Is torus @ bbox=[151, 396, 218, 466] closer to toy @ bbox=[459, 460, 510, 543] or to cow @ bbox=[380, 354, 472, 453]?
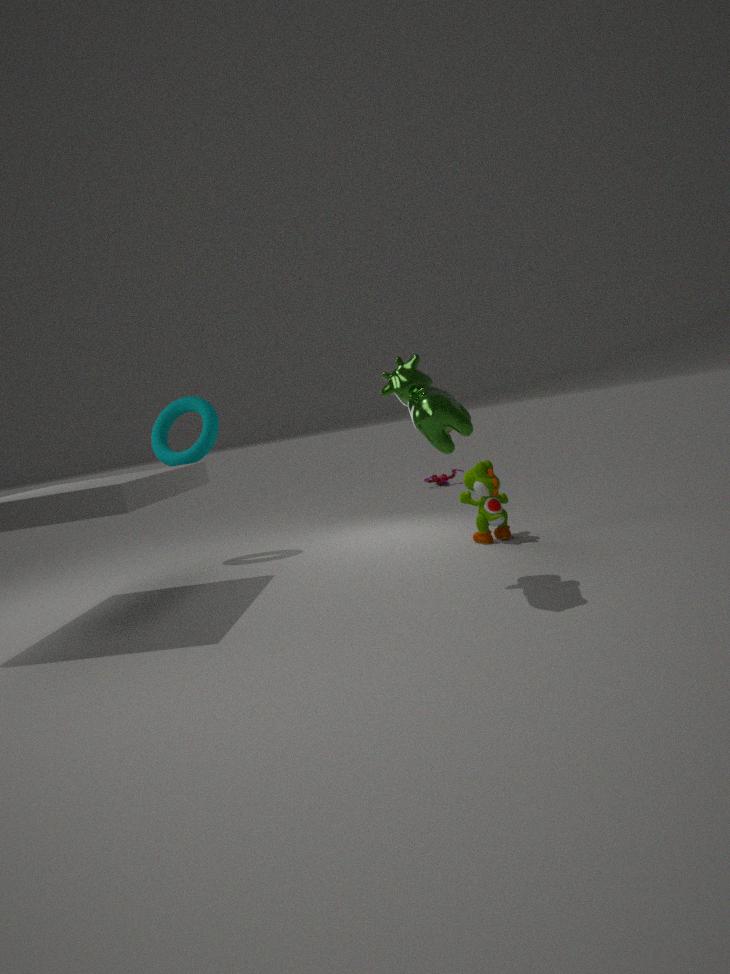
cow @ bbox=[380, 354, 472, 453]
